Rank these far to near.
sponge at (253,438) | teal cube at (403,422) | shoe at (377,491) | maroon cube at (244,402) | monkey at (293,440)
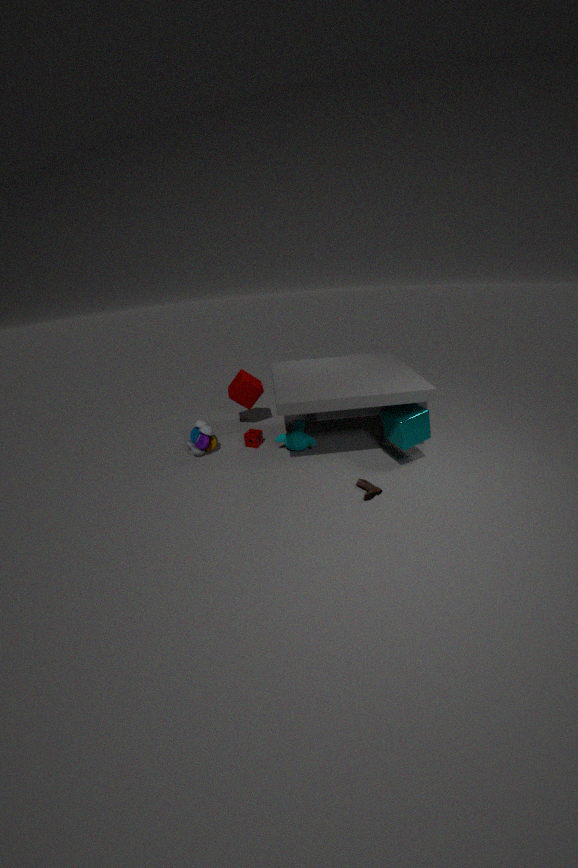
maroon cube at (244,402) < sponge at (253,438) < monkey at (293,440) < teal cube at (403,422) < shoe at (377,491)
